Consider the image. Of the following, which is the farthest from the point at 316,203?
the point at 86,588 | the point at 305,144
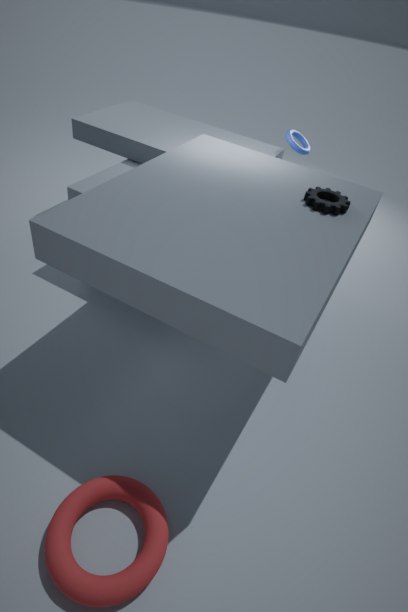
the point at 86,588
